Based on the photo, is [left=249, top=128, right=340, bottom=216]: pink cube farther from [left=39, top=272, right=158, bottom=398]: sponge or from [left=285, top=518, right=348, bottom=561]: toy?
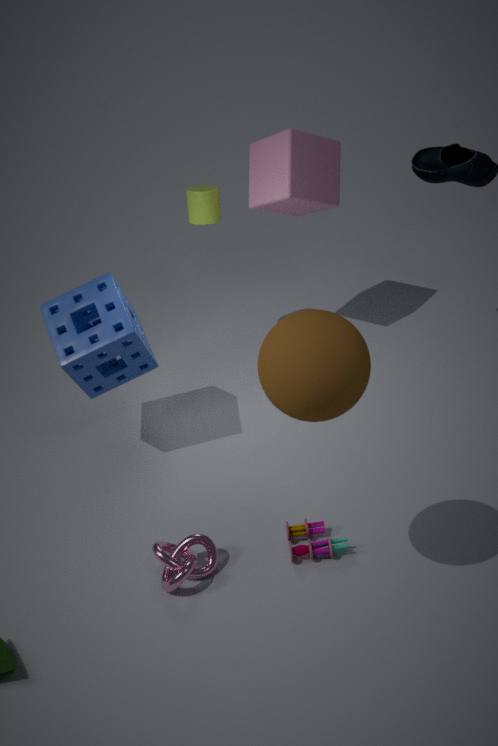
[left=285, top=518, right=348, bottom=561]: toy
